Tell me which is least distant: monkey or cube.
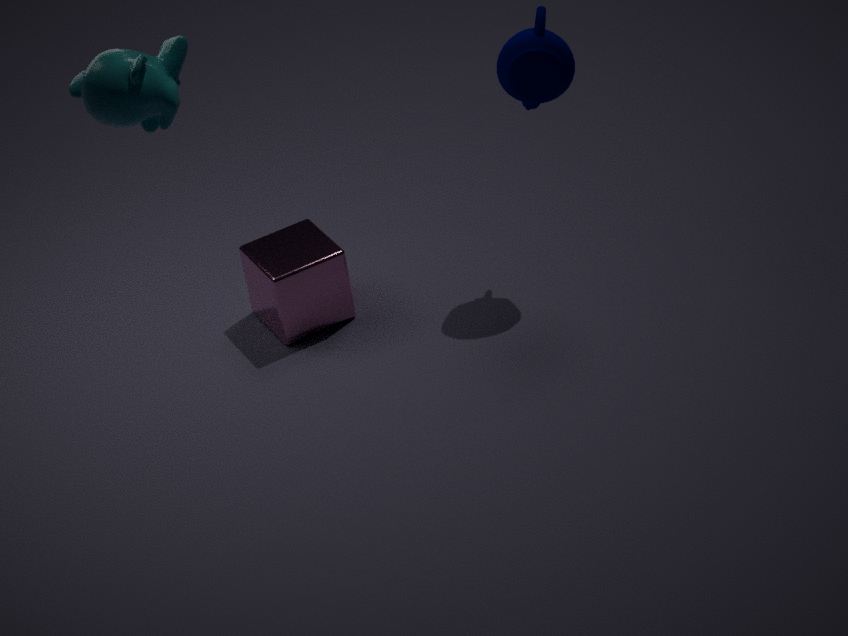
monkey
